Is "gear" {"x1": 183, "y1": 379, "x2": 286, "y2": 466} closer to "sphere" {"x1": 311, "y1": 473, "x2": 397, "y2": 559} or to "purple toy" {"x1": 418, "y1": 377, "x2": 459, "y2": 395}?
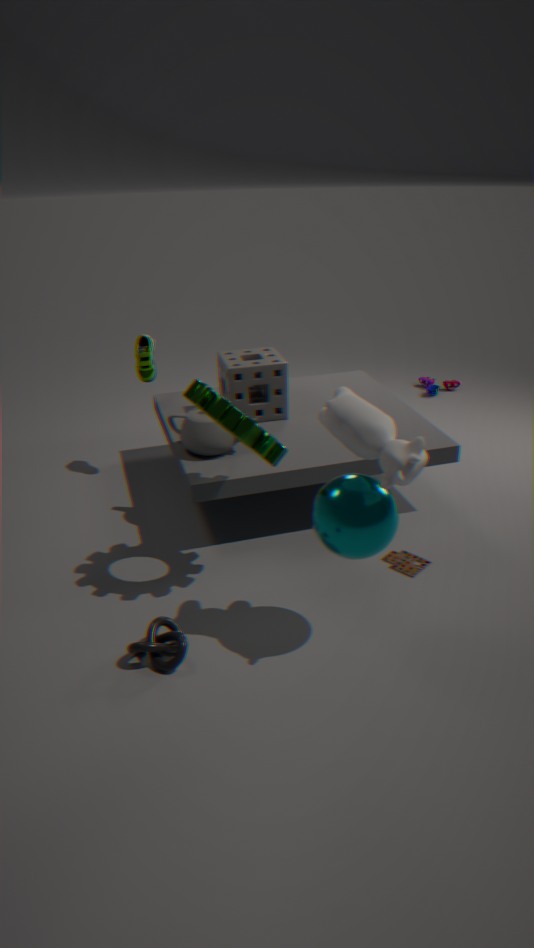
"sphere" {"x1": 311, "y1": 473, "x2": 397, "y2": 559}
